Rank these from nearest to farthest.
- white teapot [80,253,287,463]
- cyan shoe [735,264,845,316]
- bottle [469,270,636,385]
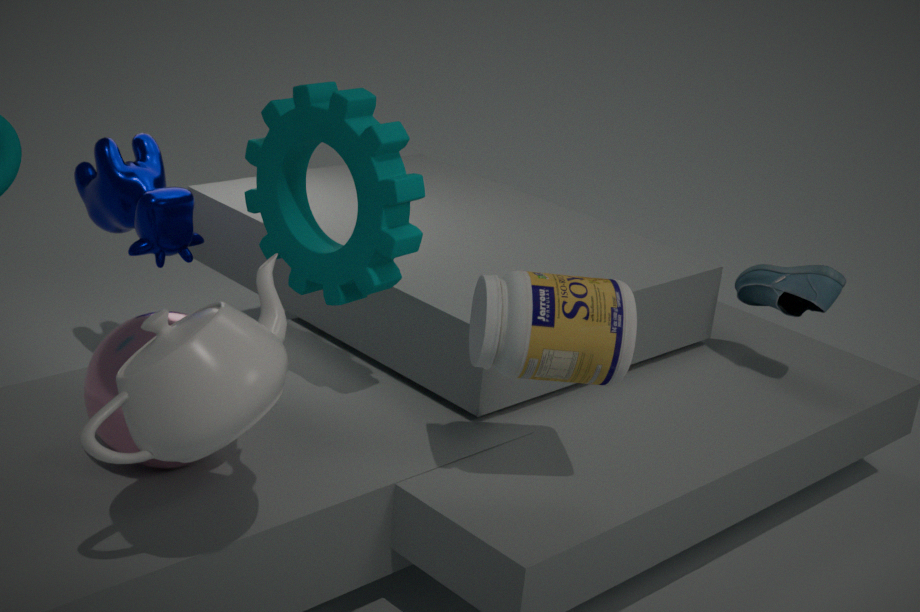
white teapot [80,253,287,463] → bottle [469,270,636,385] → cyan shoe [735,264,845,316]
